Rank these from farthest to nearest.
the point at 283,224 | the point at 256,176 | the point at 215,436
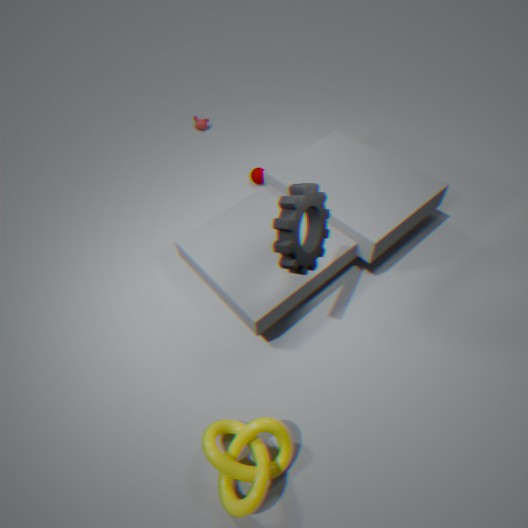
the point at 256,176
the point at 215,436
the point at 283,224
